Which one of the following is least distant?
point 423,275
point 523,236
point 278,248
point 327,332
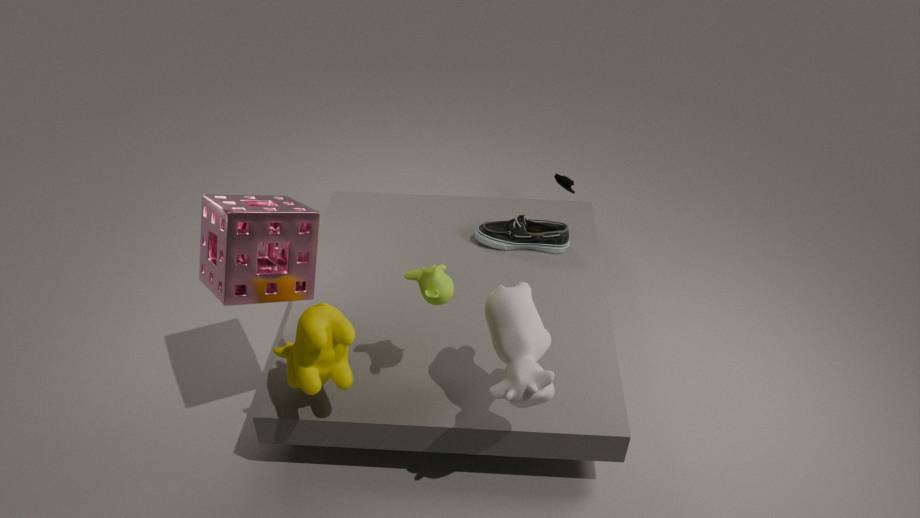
point 327,332
